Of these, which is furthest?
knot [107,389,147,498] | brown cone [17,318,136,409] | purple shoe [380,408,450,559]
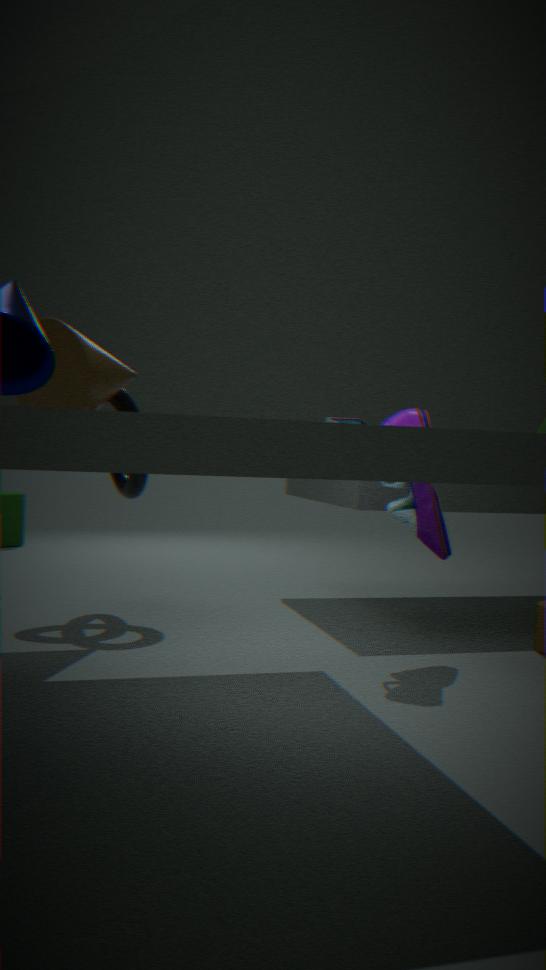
knot [107,389,147,498]
